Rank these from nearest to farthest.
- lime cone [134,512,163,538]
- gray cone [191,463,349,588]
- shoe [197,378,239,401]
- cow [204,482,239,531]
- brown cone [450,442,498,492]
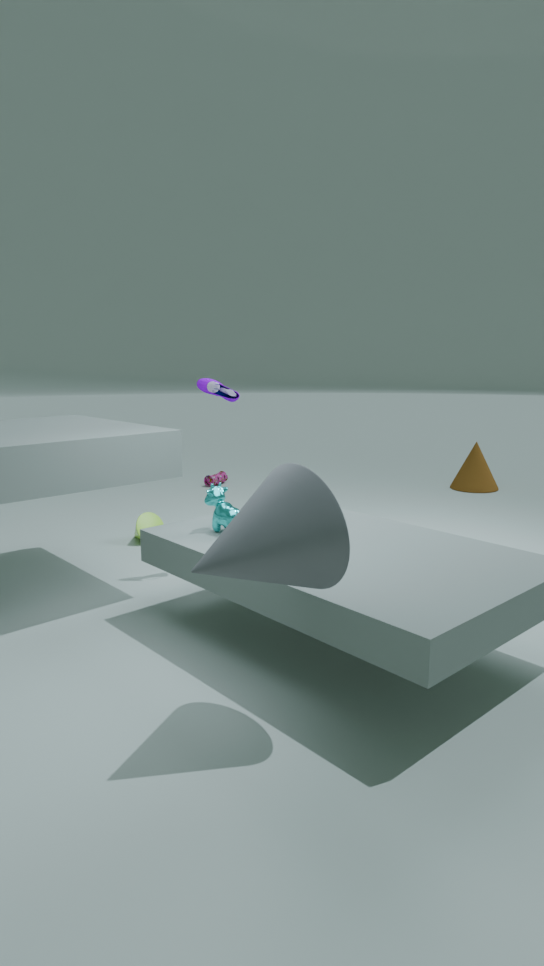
1. gray cone [191,463,349,588]
2. cow [204,482,239,531]
3. shoe [197,378,239,401]
4. lime cone [134,512,163,538]
5. brown cone [450,442,498,492]
